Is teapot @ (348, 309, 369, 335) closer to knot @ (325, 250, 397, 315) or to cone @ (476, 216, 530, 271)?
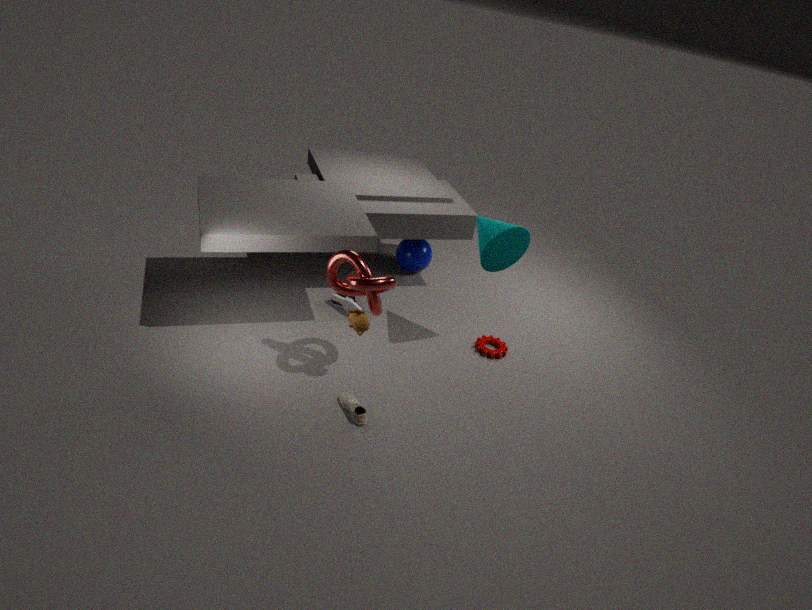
knot @ (325, 250, 397, 315)
